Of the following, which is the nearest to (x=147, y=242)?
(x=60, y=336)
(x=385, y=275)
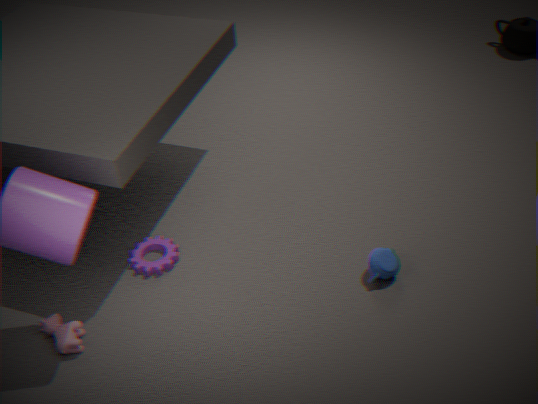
(x=60, y=336)
